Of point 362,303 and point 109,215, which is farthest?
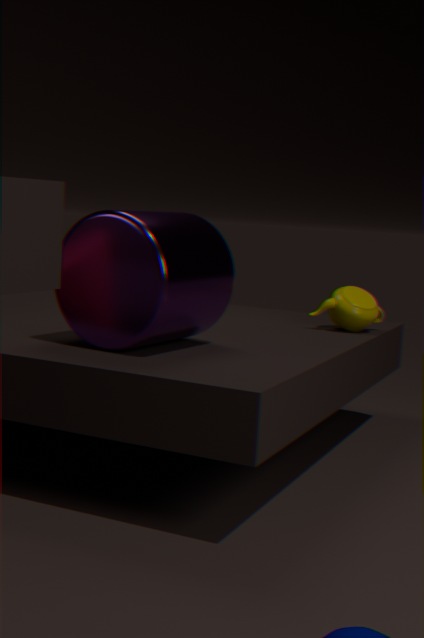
point 362,303
